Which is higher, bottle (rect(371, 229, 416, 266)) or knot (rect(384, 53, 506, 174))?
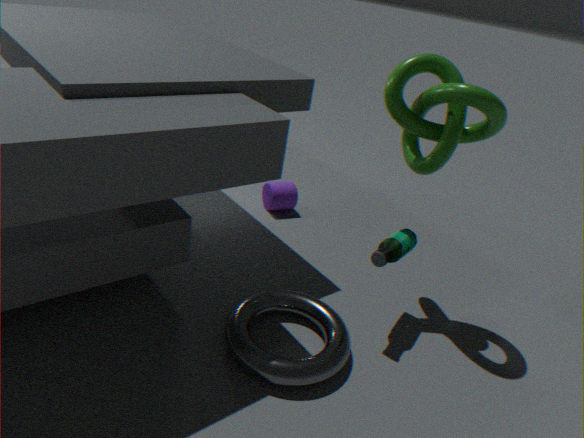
knot (rect(384, 53, 506, 174))
